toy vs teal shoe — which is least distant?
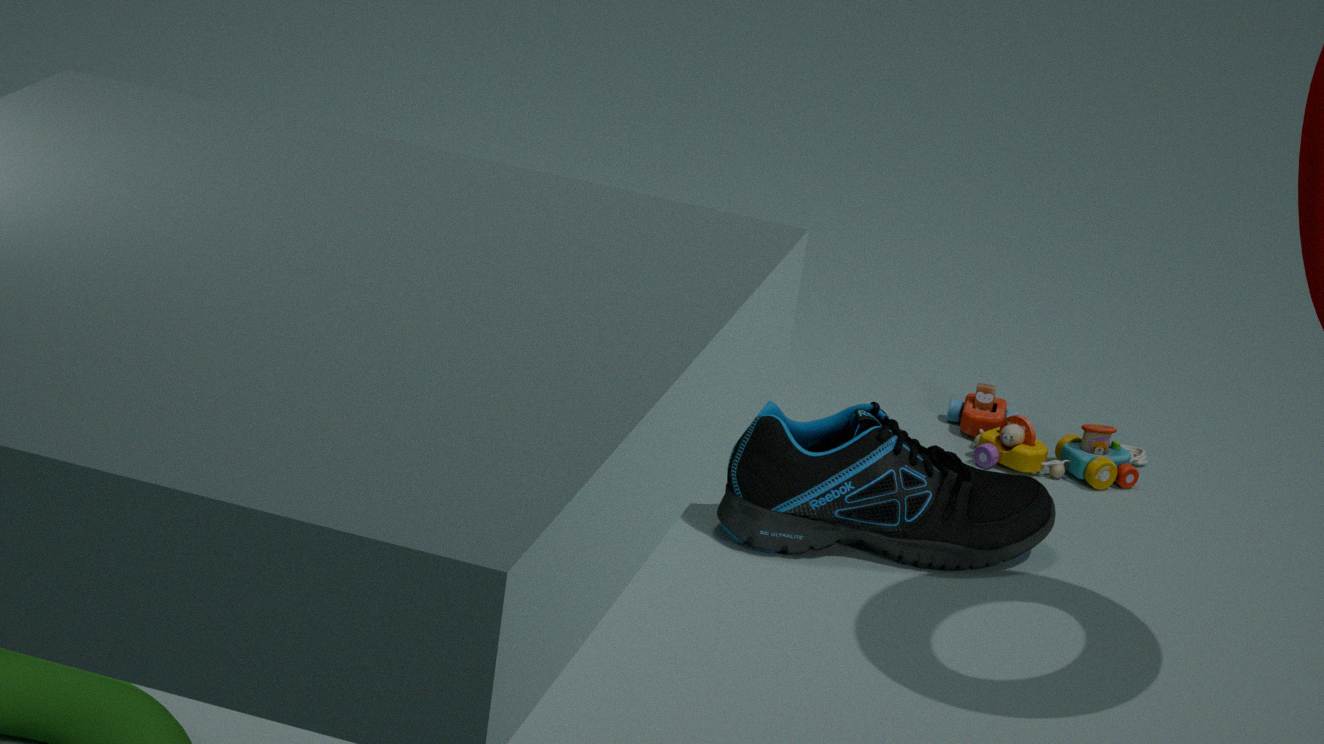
teal shoe
